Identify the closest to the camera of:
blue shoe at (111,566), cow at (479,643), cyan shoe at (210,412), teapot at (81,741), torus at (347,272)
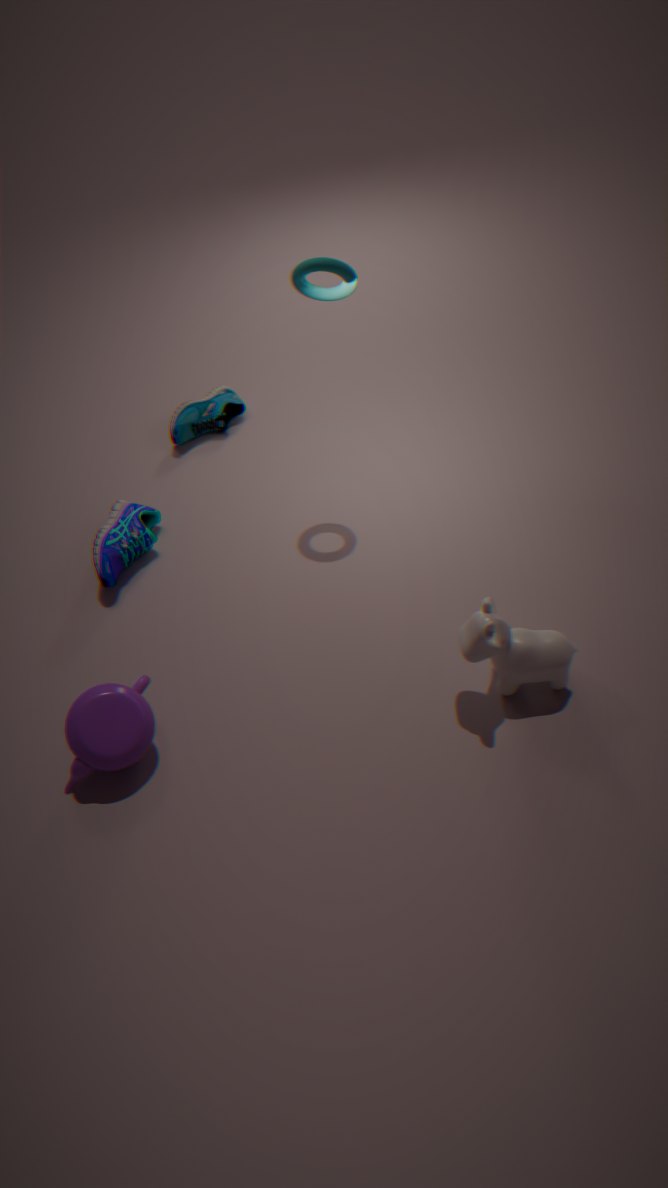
cow at (479,643)
